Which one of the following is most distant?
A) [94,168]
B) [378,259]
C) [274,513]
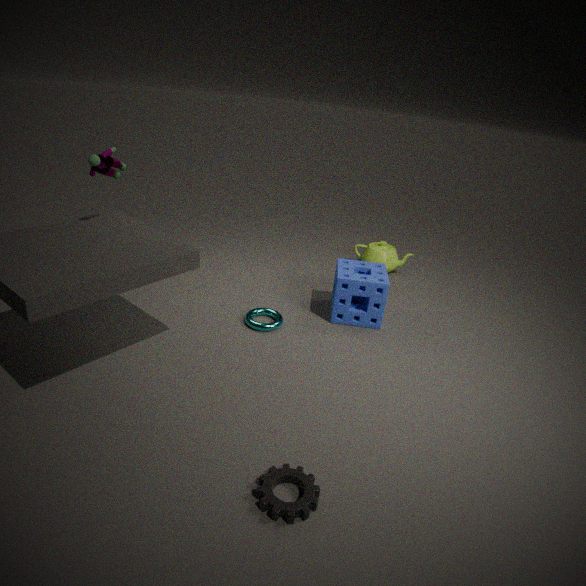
[378,259]
